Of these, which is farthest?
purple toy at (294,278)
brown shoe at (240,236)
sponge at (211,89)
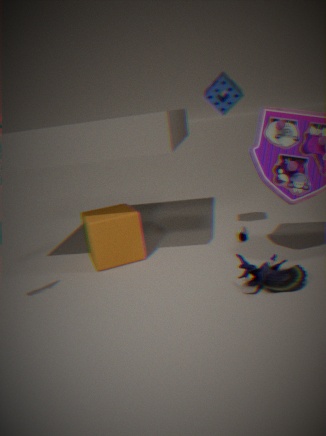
brown shoe at (240,236)
